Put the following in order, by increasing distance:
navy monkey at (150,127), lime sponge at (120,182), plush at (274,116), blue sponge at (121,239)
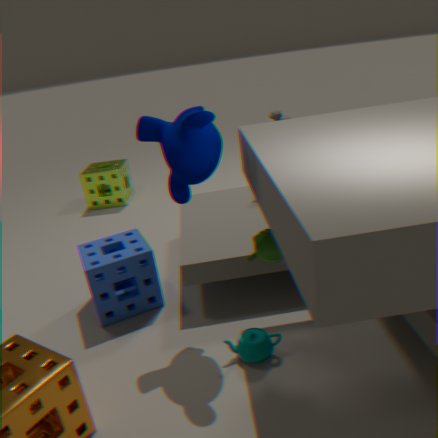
1. navy monkey at (150,127)
2. blue sponge at (121,239)
3. plush at (274,116)
4. lime sponge at (120,182)
